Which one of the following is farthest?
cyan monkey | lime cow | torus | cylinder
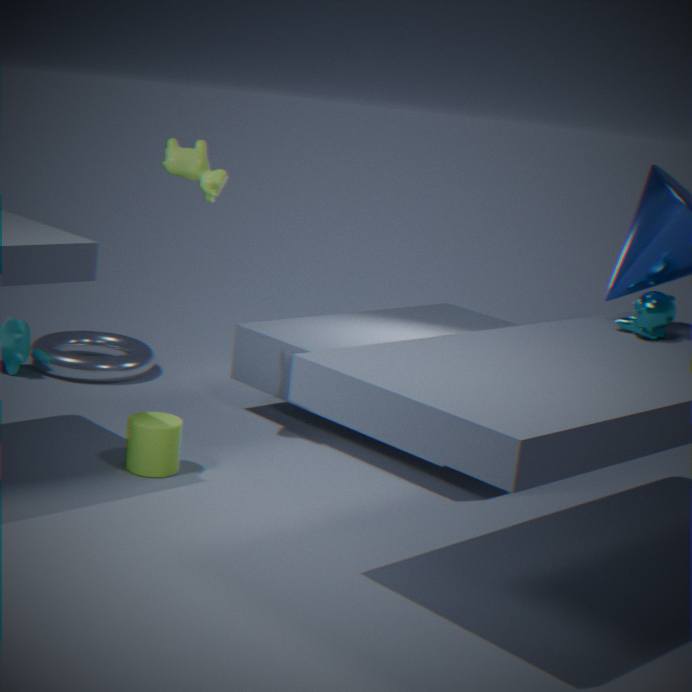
torus
